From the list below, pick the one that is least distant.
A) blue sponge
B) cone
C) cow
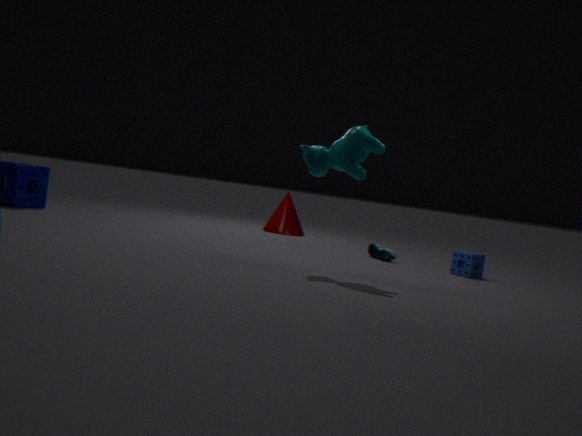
cow
